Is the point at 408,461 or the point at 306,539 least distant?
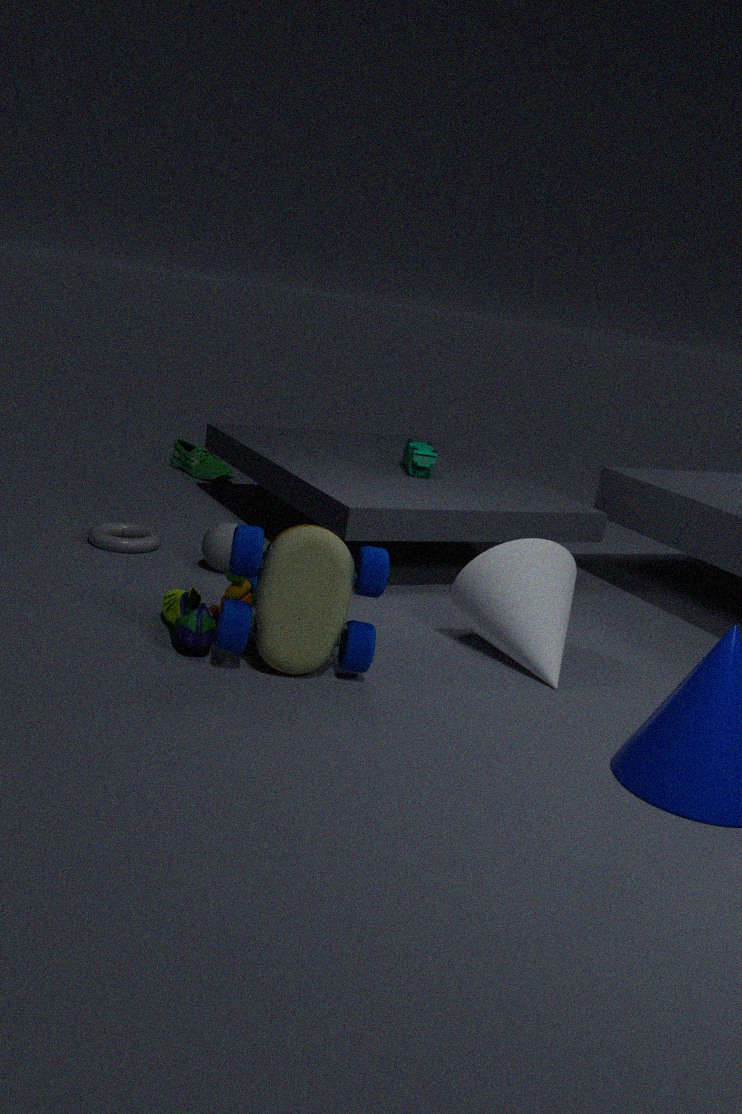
the point at 306,539
